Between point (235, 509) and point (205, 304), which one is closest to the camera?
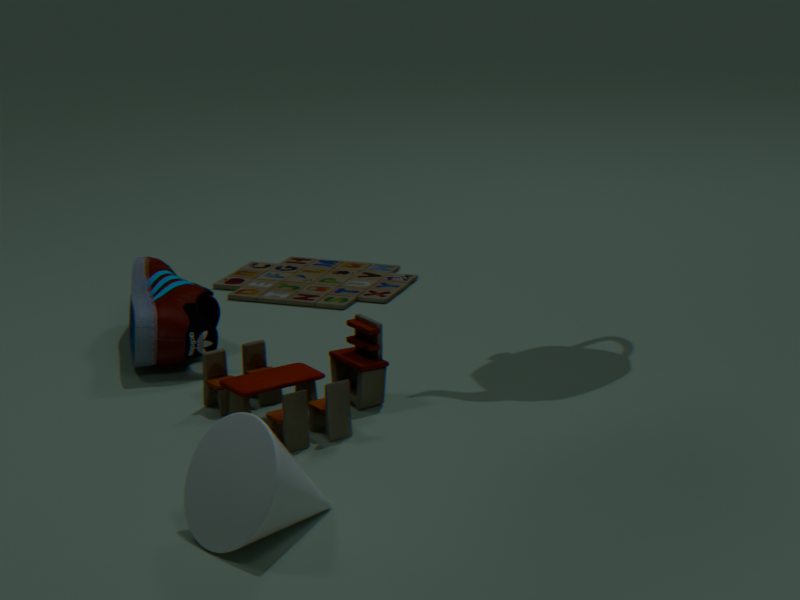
point (235, 509)
